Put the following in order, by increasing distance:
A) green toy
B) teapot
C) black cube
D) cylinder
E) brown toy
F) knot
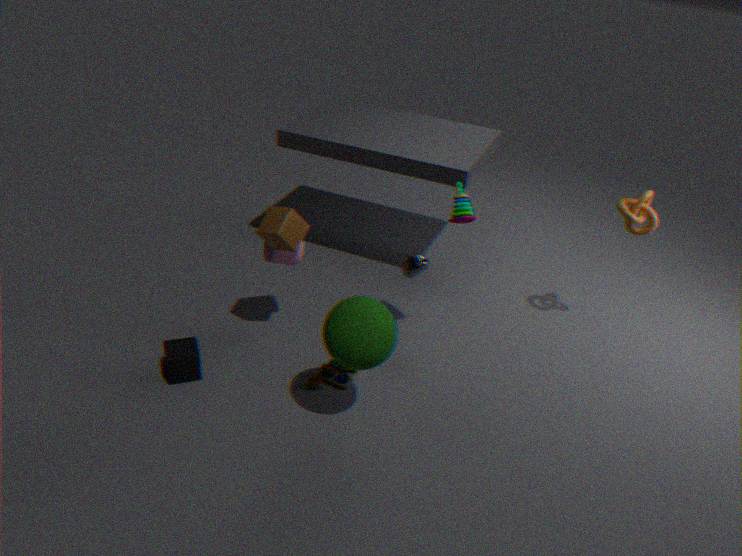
green toy < black cube < brown toy < teapot < knot < cylinder
